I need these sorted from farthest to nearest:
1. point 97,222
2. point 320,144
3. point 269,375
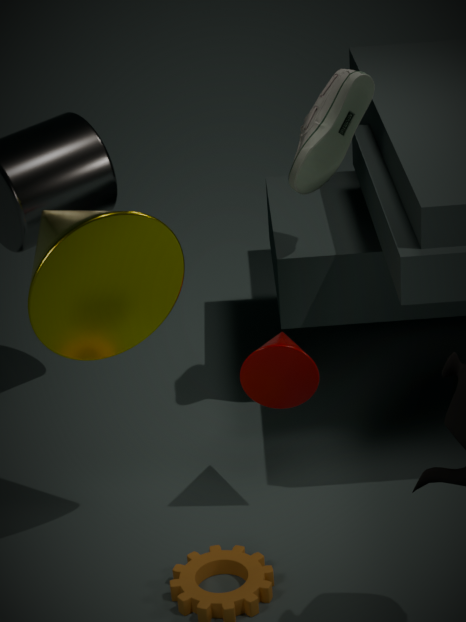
point 320,144 → point 269,375 → point 97,222
